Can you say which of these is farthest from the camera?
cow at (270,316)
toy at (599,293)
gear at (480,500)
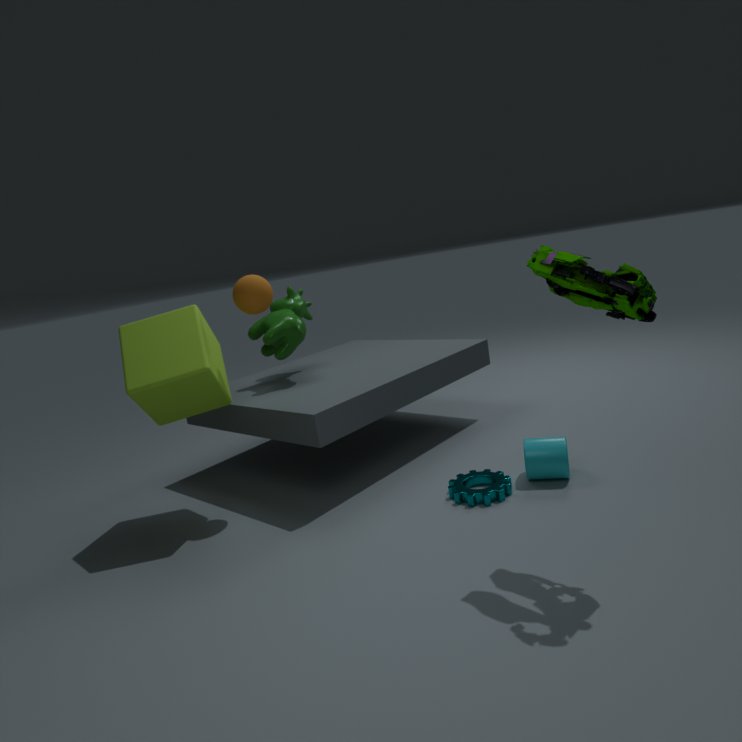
cow at (270,316)
